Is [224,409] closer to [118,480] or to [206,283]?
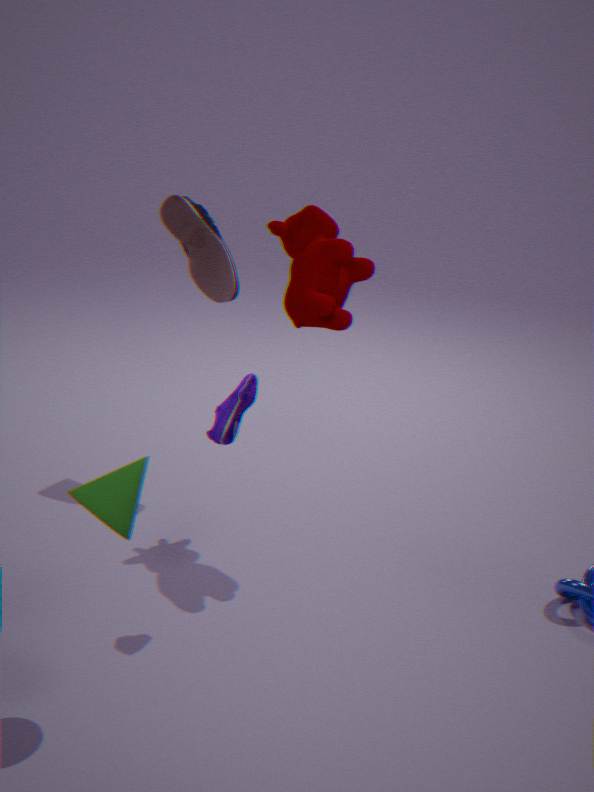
[118,480]
